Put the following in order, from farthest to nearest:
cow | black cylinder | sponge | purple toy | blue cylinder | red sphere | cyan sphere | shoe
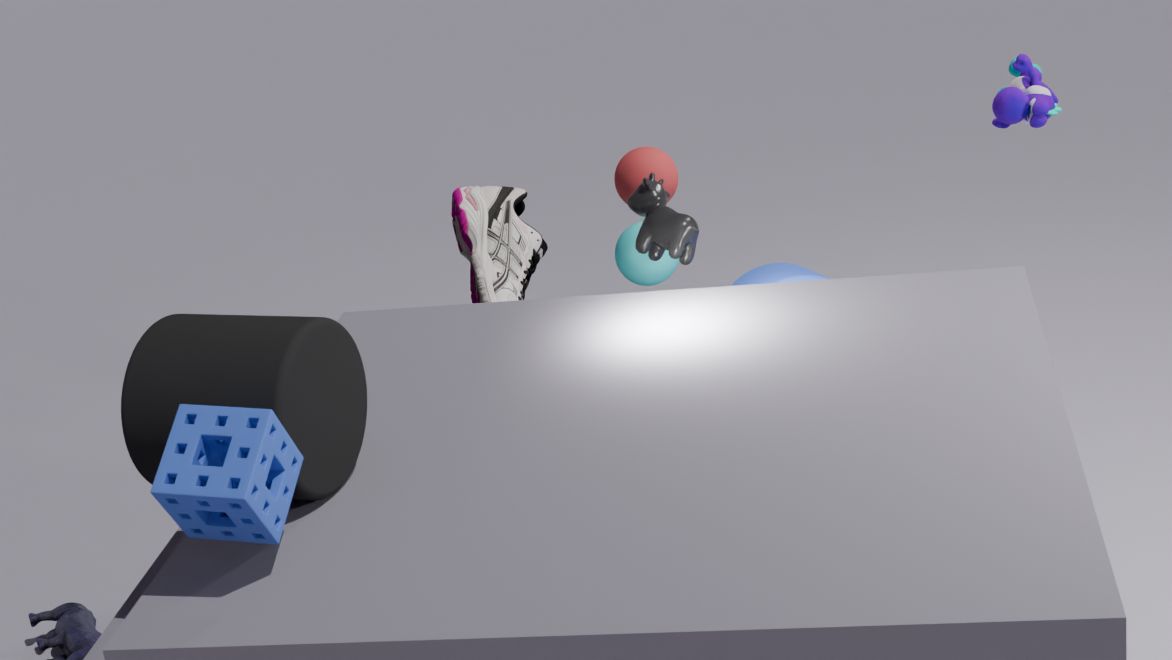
red sphere → cyan sphere → shoe → purple toy → cow → blue cylinder → black cylinder → sponge
